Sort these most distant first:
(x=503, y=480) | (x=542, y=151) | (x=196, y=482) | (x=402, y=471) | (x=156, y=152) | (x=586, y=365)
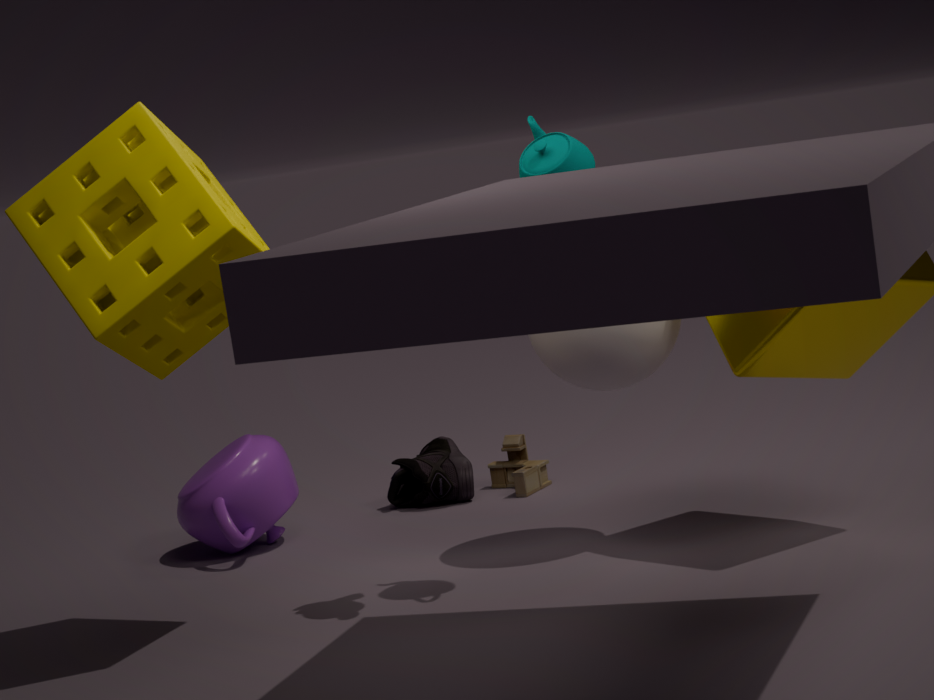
(x=503, y=480)
(x=402, y=471)
(x=196, y=482)
(x=586, y=365)
(x=542, y=151)
(x=156, y=152)
